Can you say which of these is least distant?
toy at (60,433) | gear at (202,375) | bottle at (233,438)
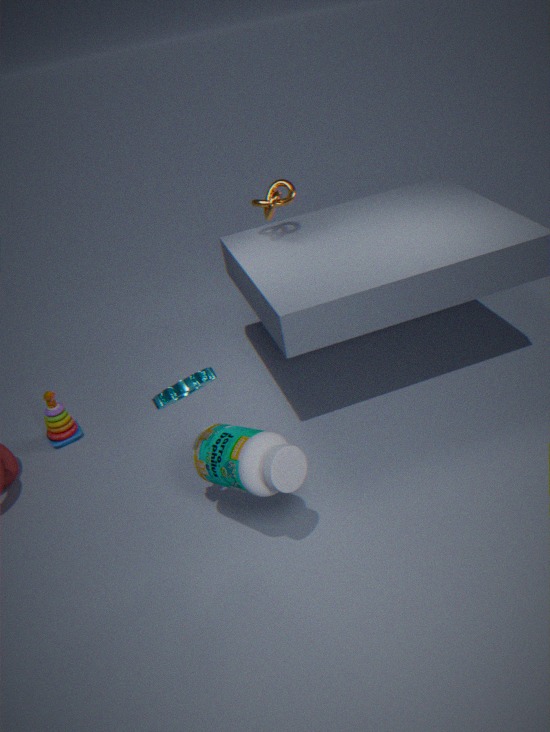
gear at (202,375)
